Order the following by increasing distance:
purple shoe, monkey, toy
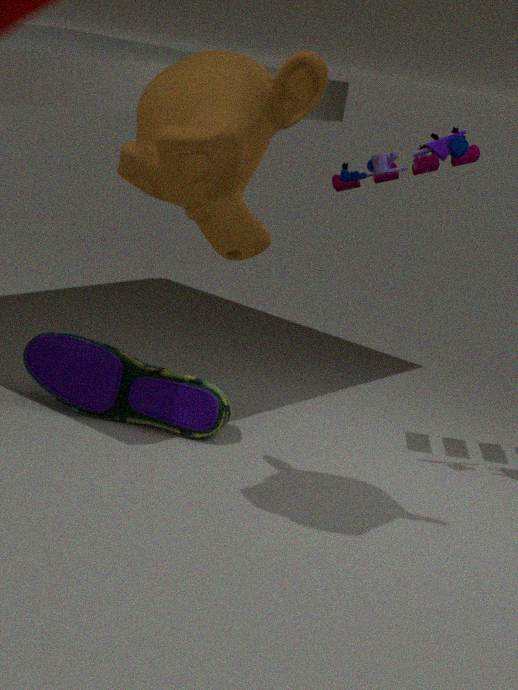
1. monkey
2. toy
3. purple shoe
